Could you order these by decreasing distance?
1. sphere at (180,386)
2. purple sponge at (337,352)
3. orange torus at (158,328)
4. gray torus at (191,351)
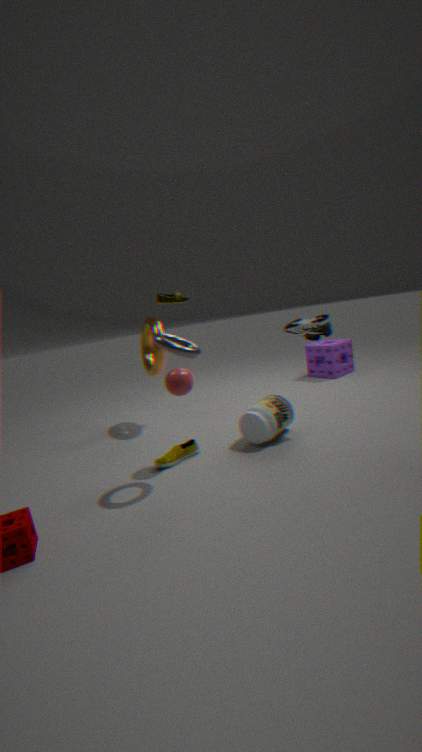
purple sponge at (337,352) < orange torus at (158,328) < sphere at (180,386) < gray torus at (191,351)
